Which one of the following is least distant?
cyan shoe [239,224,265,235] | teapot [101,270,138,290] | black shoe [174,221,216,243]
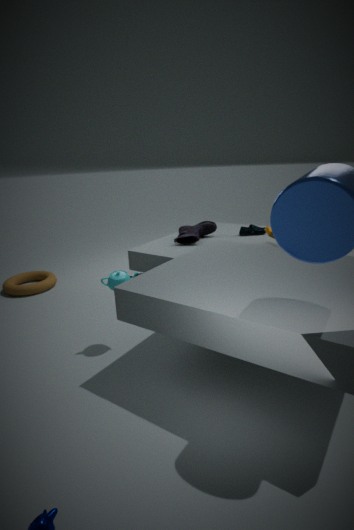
teapot [101,270,138,290]
